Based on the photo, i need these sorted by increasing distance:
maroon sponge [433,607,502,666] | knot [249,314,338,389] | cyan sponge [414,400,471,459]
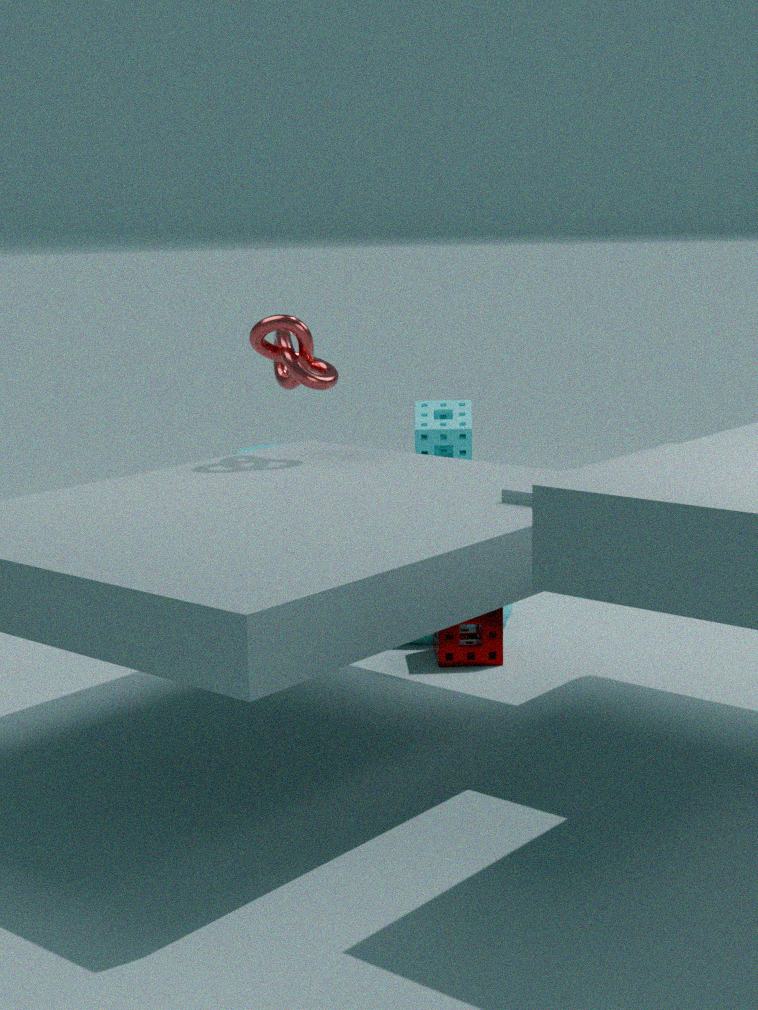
1. knot [249,314,338,389]
2. maroon sponge [433,607,502,666]
3. cyan sponge [414,400,471,459]
